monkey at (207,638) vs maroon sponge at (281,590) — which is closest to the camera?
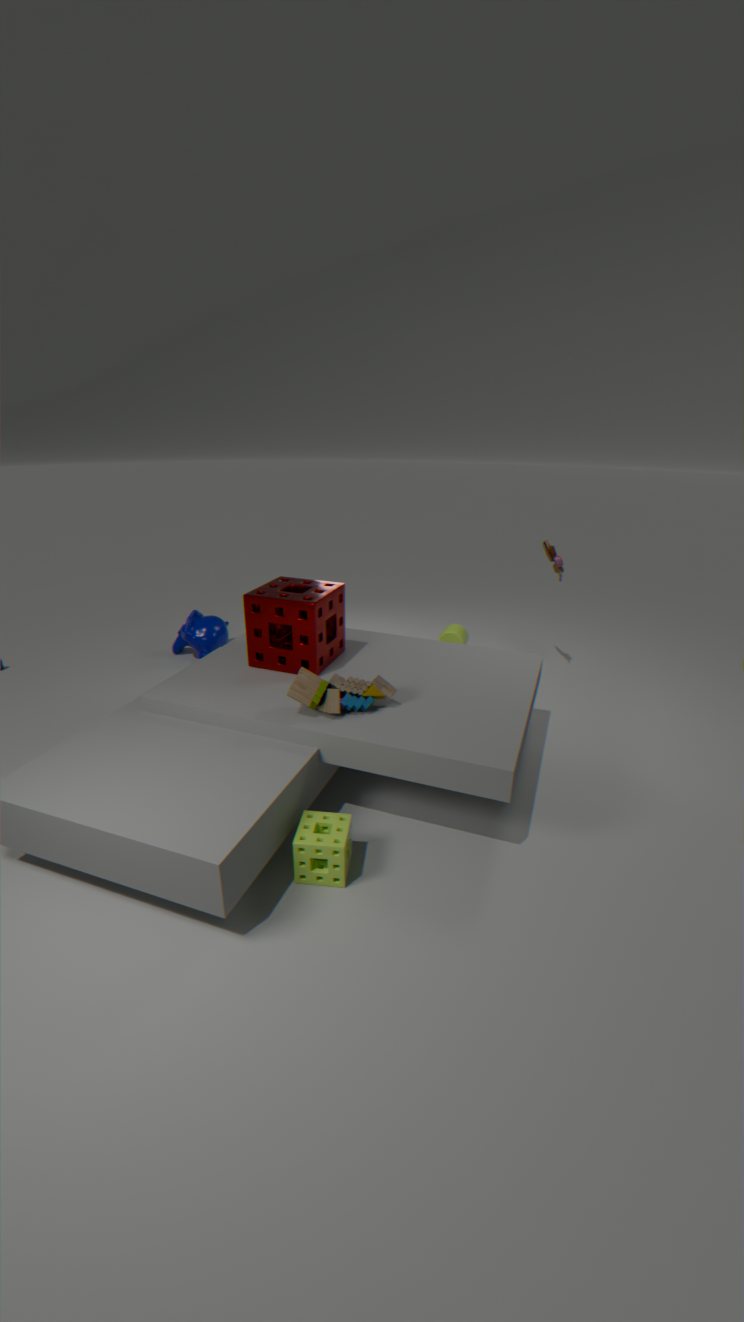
maroon sponge at (281,590)
